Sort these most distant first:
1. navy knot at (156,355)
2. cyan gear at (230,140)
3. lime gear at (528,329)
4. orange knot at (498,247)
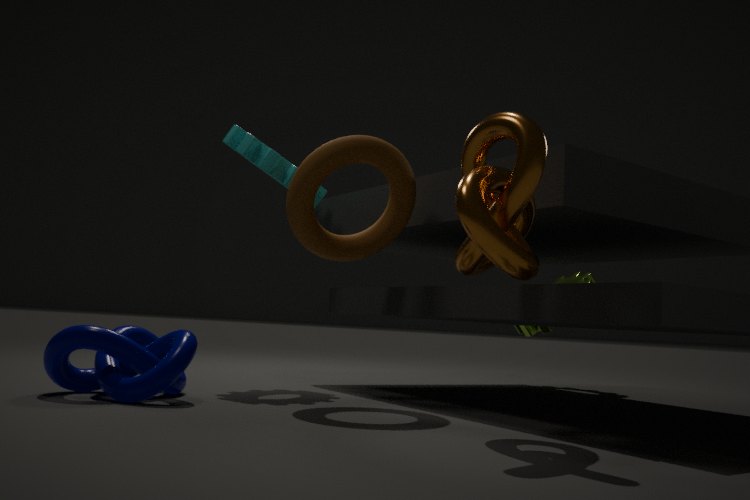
lime gear at (528,329) < cyan gear at (230,140) < navy knot at (156,355) < orange knot at (498,247)
